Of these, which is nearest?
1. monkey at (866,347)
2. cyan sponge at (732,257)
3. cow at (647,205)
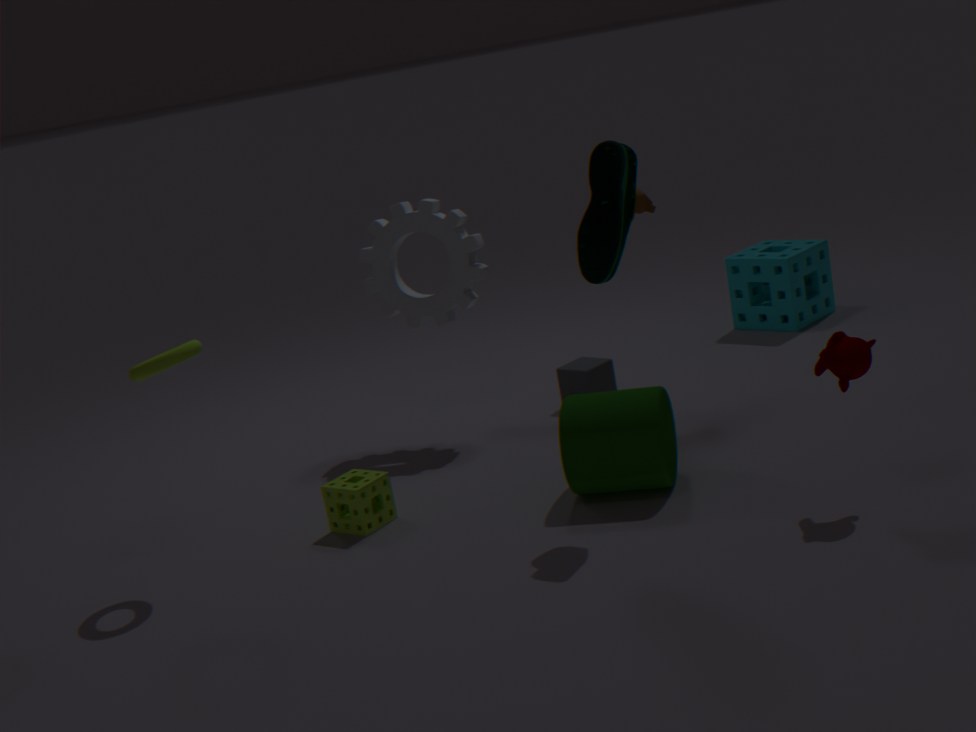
monkey at (866,347)
